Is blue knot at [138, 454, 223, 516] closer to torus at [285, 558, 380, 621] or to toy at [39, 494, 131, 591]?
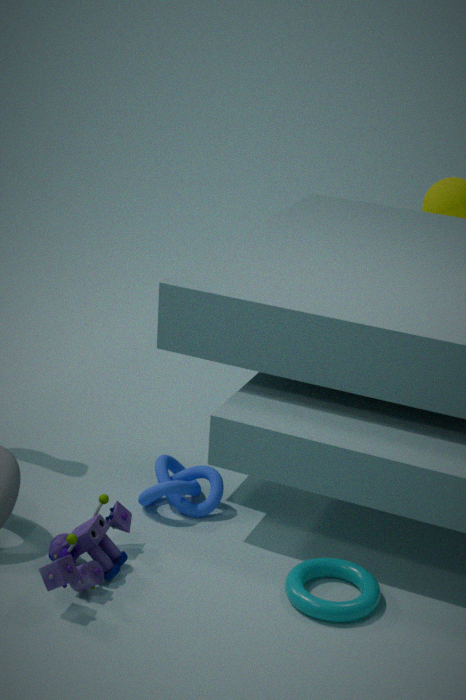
toy at [39, 494, 131, 591]
